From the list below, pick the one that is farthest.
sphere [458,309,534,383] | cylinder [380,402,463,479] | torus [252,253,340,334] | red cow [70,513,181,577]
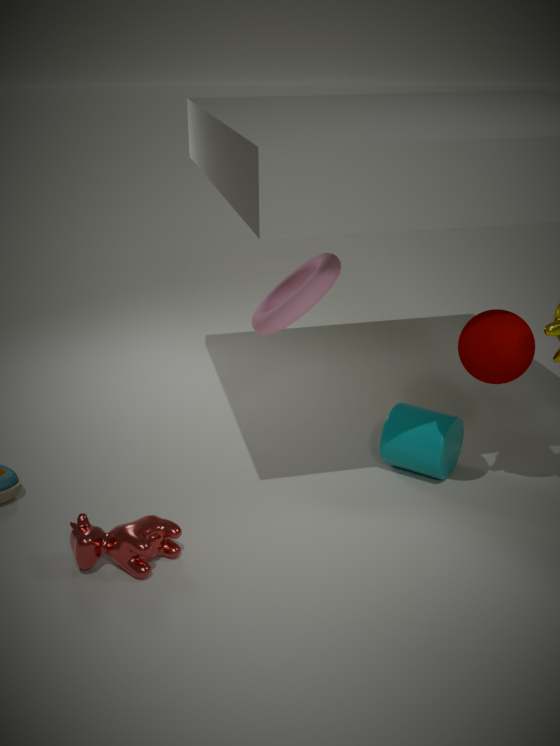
cylinder [380,402,463,479]
